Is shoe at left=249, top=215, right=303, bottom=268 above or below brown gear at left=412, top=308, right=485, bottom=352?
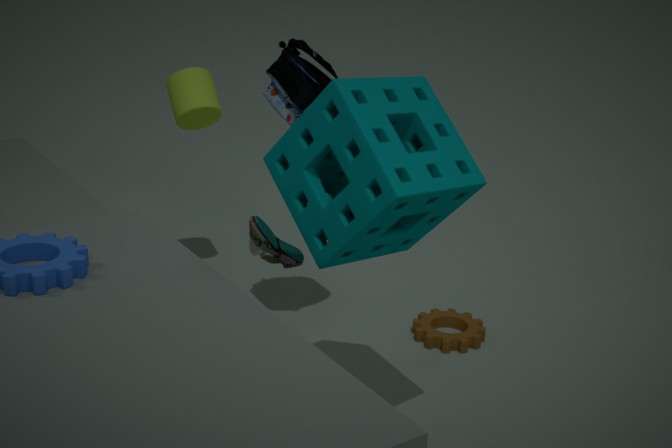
above
